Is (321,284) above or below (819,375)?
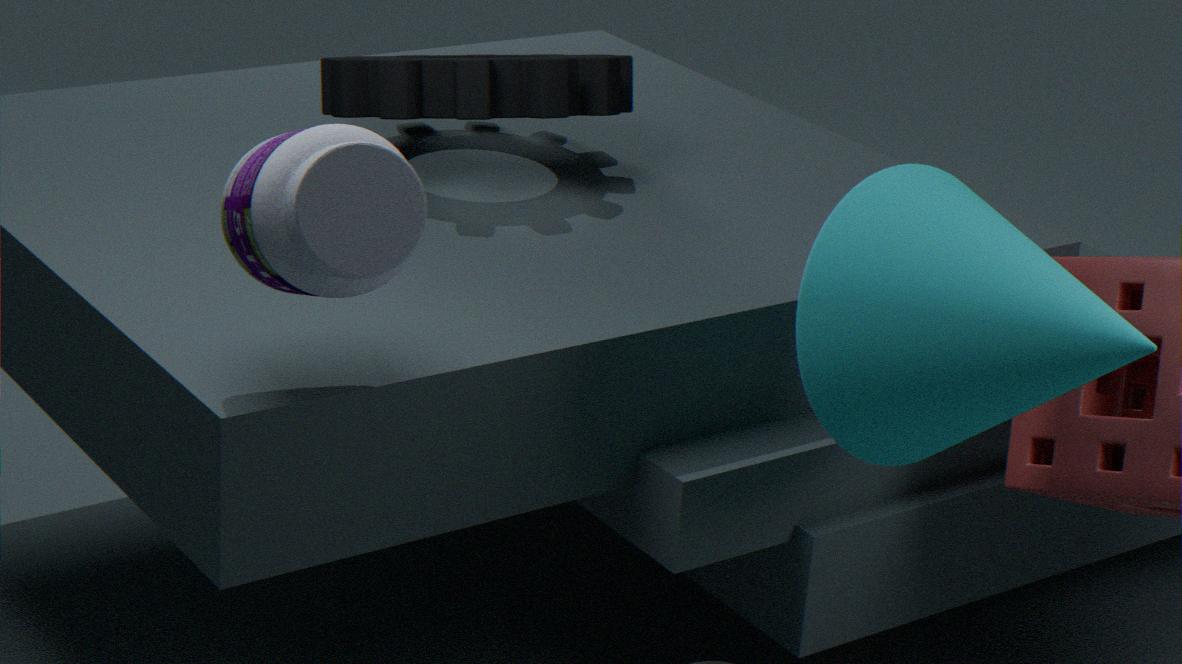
above
